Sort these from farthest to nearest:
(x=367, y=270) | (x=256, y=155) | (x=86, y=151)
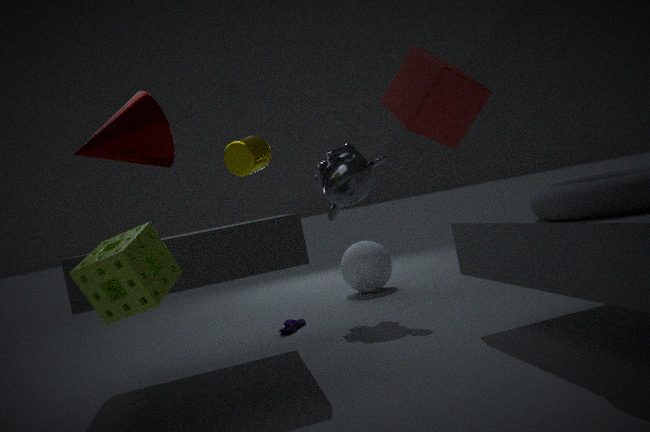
(x=367, y=270), (x=256, y=155), (x=86, y=151)
